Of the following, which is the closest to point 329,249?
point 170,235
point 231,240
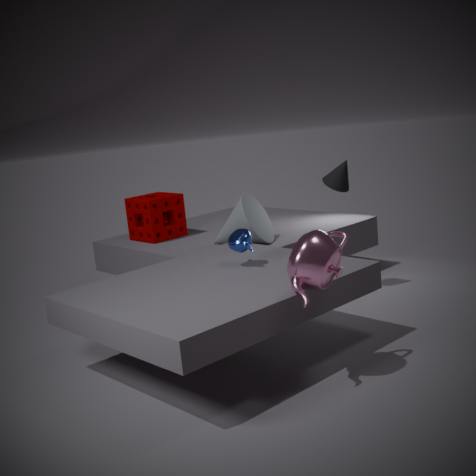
point 231,240
